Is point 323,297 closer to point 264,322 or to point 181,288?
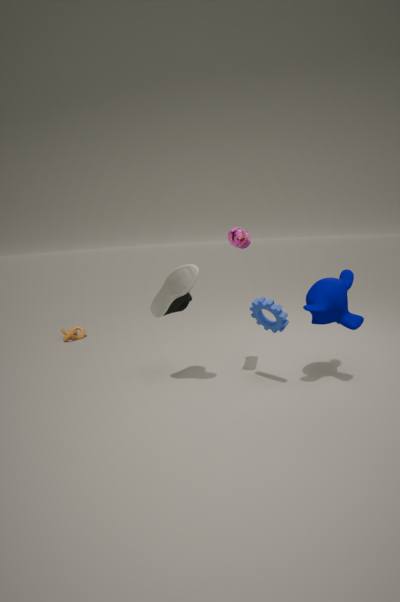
point 264,322
